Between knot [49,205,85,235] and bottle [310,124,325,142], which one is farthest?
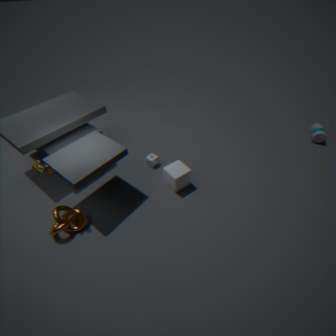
bottle [310,124,325,142]
